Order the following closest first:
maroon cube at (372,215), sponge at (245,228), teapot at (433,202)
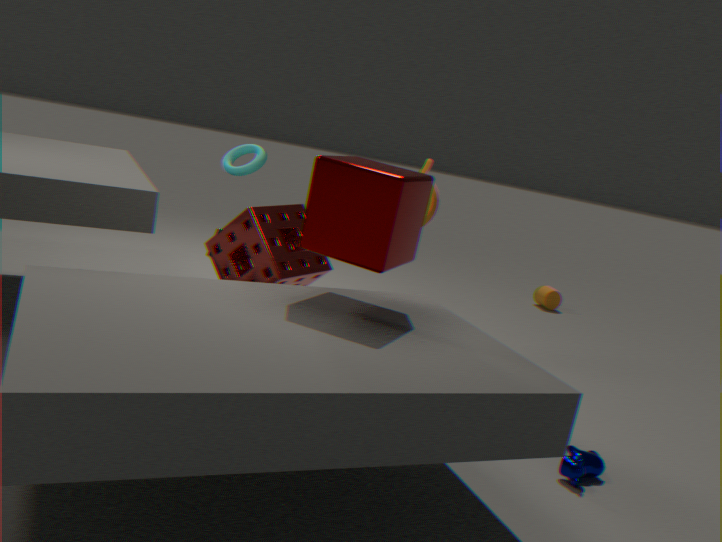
maroon cube at (372,215), sponge at (245,228), teapot at (433,202)
